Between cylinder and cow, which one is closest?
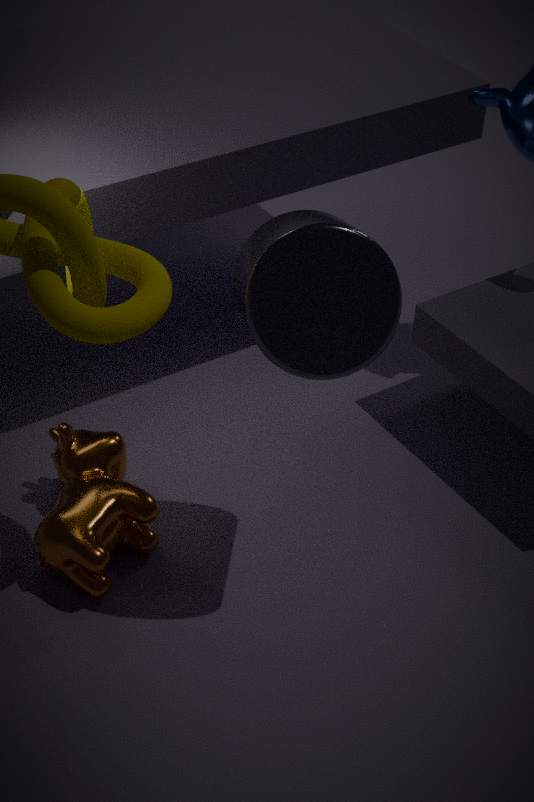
cylinder
